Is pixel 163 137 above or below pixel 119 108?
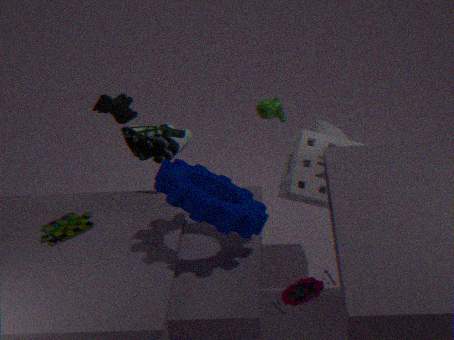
below
